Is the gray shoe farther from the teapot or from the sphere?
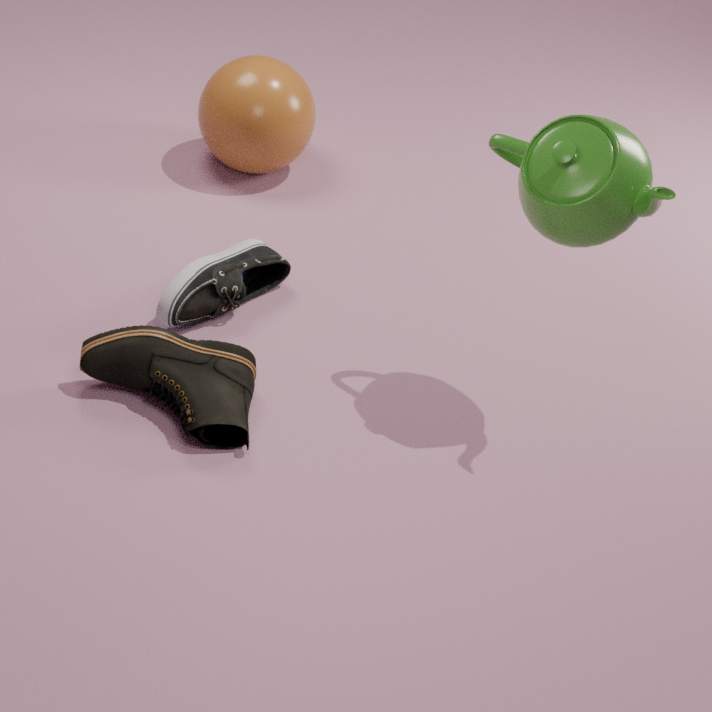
the teapot
